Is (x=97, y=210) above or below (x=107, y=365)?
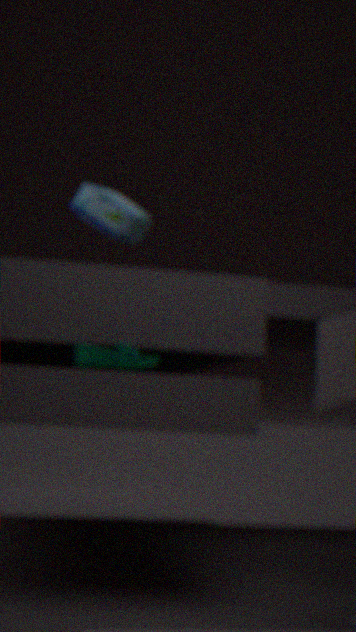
above
